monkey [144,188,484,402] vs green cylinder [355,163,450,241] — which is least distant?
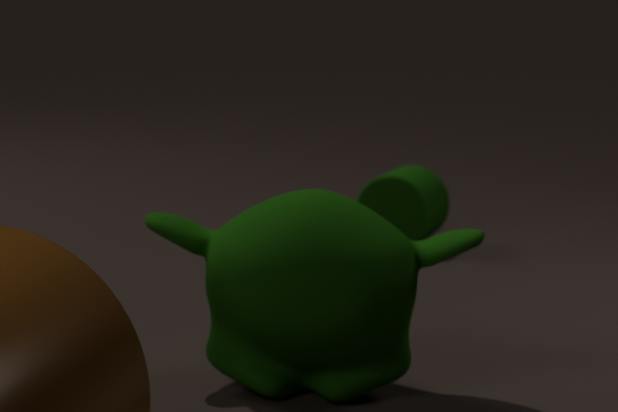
monkey [144,188,484,402]
